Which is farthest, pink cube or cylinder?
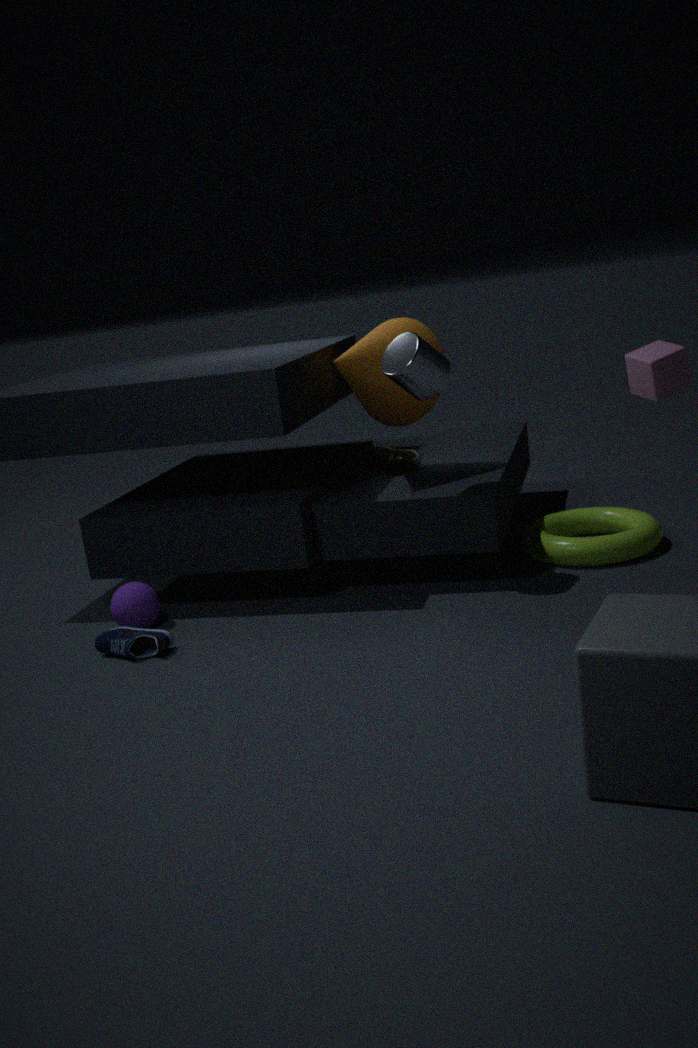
pink cube
